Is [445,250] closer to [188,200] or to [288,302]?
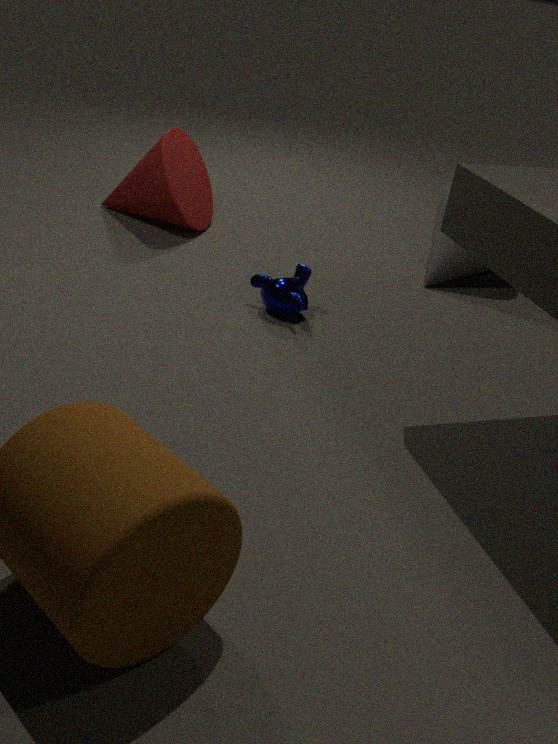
[288,302]
